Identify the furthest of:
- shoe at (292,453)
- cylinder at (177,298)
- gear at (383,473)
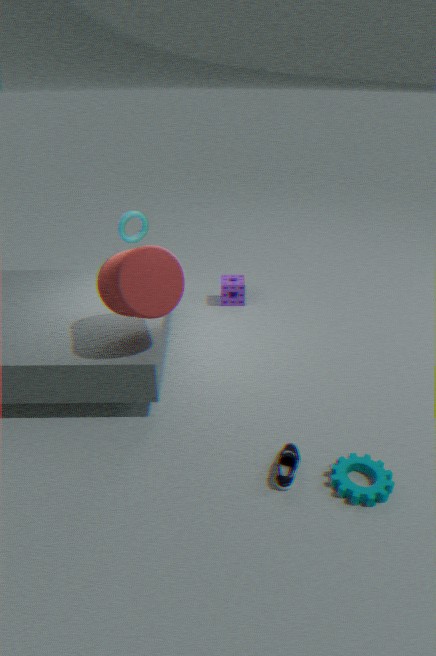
cylinder at (177,298)
